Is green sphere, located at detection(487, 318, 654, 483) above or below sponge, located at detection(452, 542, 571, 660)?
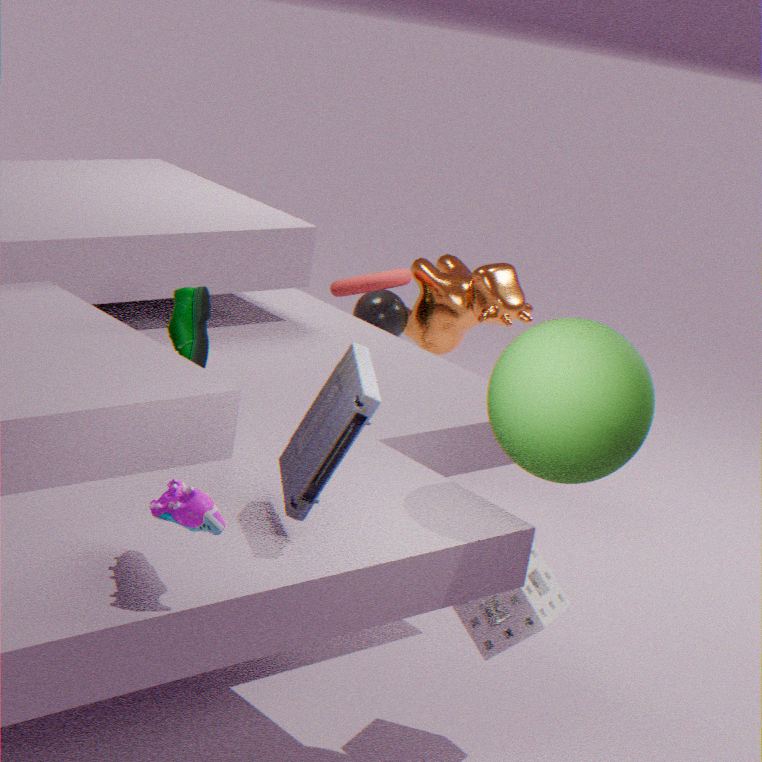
above
